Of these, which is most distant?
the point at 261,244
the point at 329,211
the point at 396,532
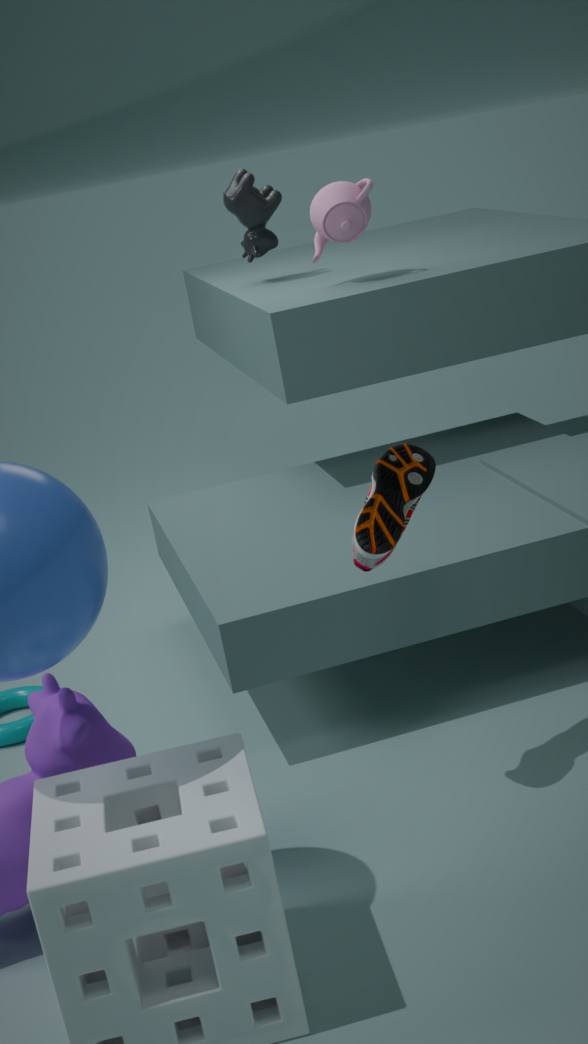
the point at 261,244
